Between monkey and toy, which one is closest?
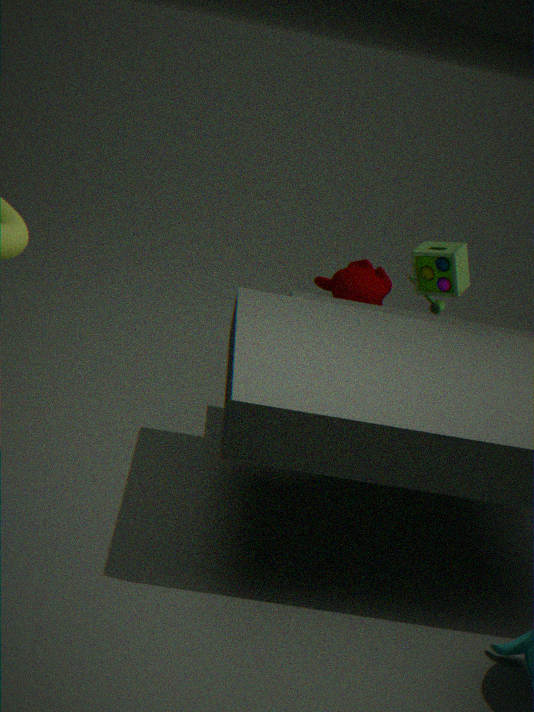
toy
